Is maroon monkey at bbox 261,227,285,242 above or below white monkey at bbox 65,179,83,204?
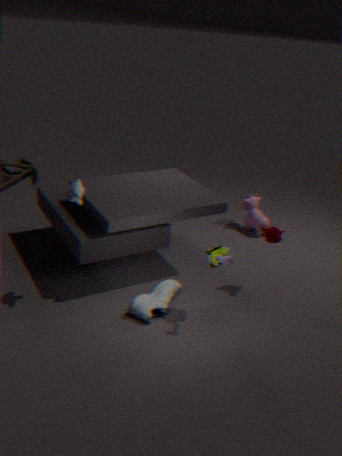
below
